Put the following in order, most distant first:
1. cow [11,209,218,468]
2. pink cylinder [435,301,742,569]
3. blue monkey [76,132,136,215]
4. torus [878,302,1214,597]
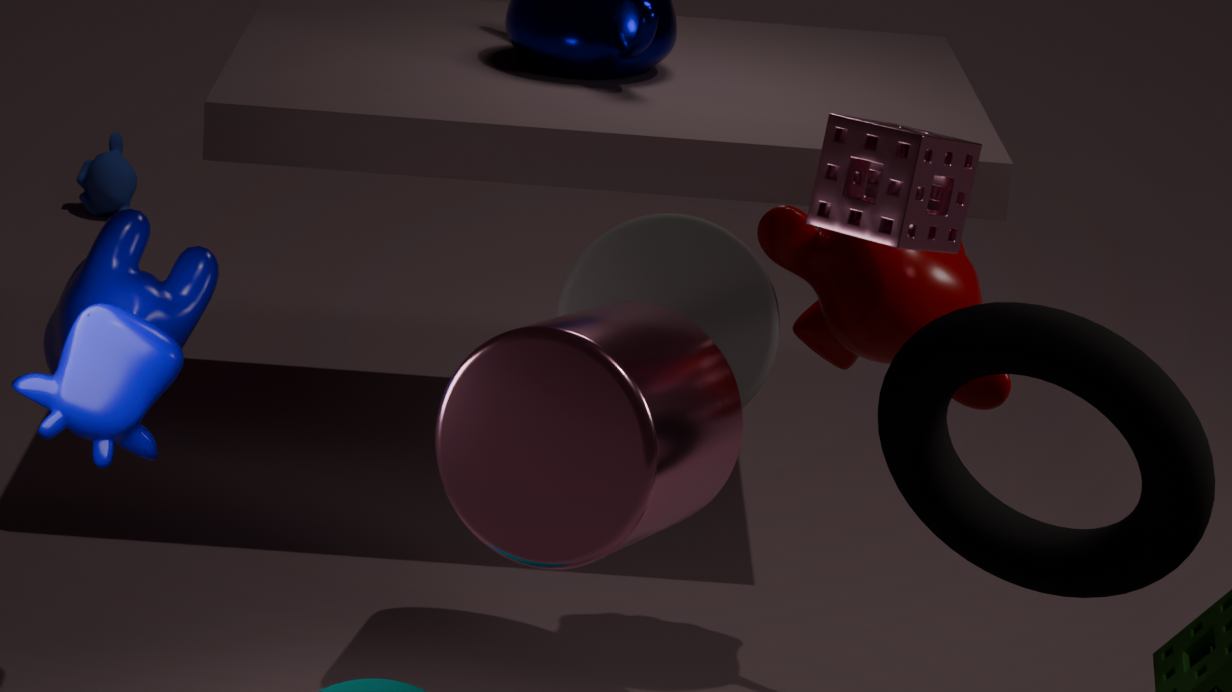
blue monkey [76,132,136,215] → cow [11,209,218,468] → torus [878,302,1214,597] → pink cylinder [435,301,742,569]
